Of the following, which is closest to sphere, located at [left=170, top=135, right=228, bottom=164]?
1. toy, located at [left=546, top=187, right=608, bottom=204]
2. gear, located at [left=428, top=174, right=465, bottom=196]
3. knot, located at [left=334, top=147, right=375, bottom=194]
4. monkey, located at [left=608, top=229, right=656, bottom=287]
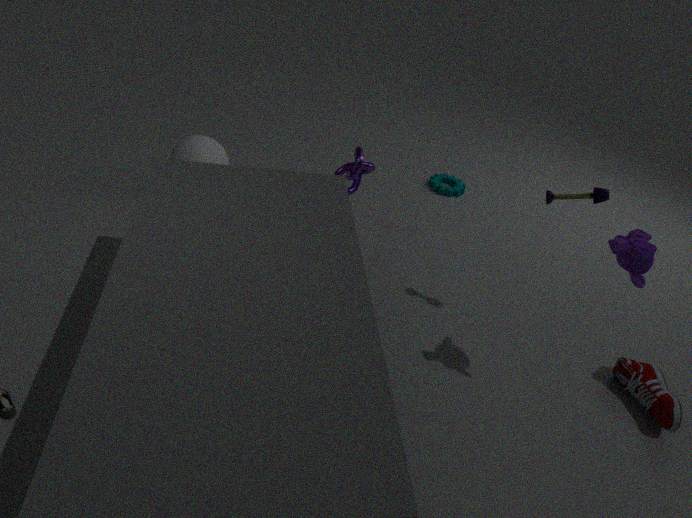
knot, located at [left=334, top=147, right=375, bottom=194]
